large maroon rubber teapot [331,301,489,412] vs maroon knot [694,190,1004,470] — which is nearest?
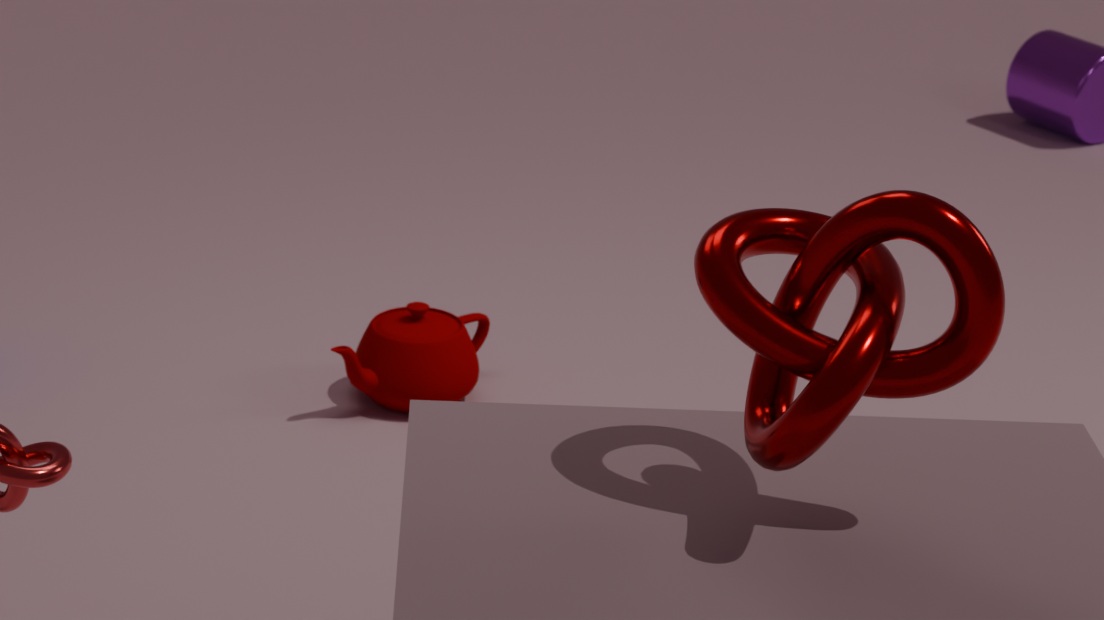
maroon knot [694,190,1004,470]
